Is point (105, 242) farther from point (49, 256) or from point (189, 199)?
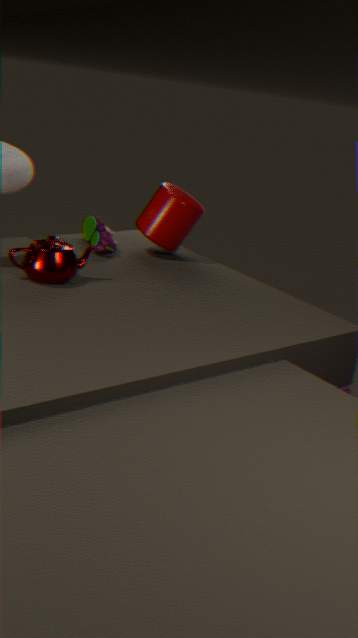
point (49, 256)
